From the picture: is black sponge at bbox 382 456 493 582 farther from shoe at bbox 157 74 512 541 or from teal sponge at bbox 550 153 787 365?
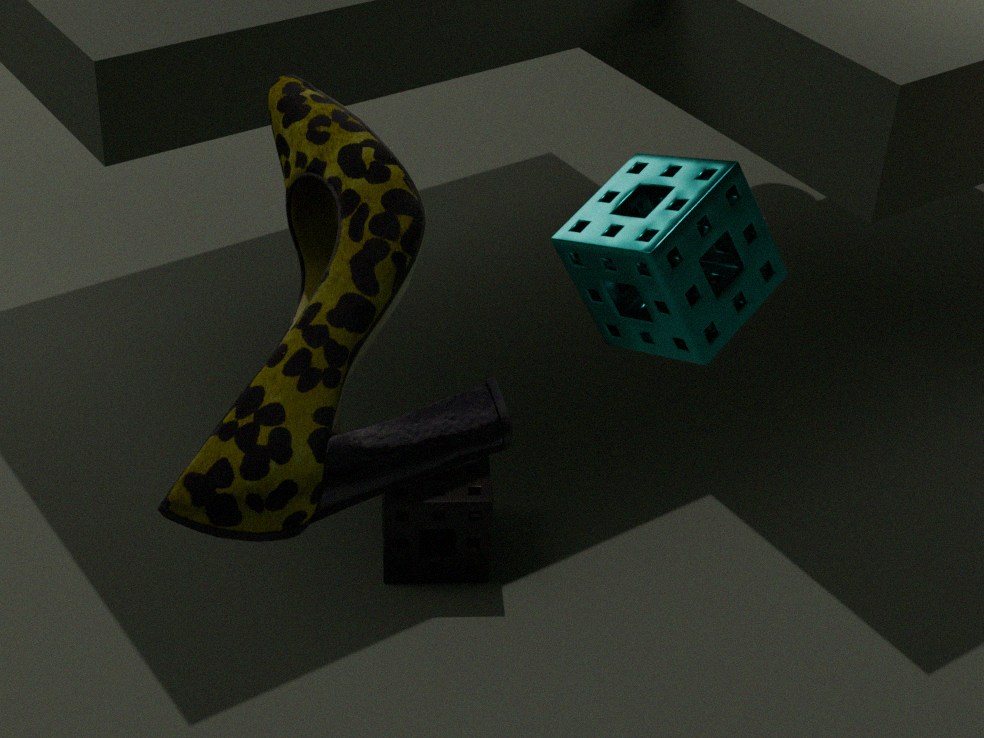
shoe at bbox 157 74 512 541
